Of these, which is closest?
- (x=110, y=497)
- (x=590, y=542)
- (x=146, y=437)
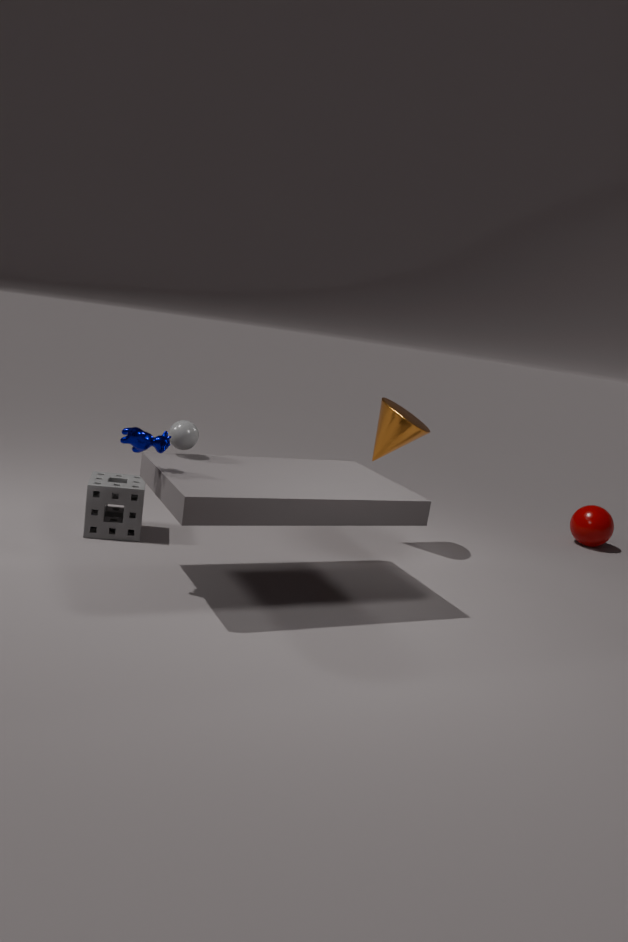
(x=146, y=437)
